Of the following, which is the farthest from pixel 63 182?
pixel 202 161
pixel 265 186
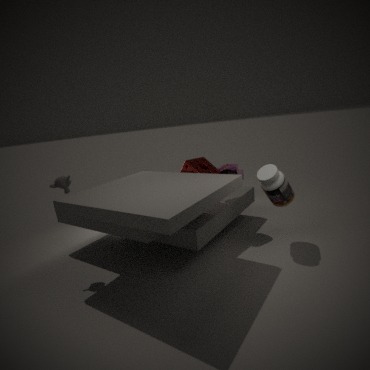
pixel 265 186
